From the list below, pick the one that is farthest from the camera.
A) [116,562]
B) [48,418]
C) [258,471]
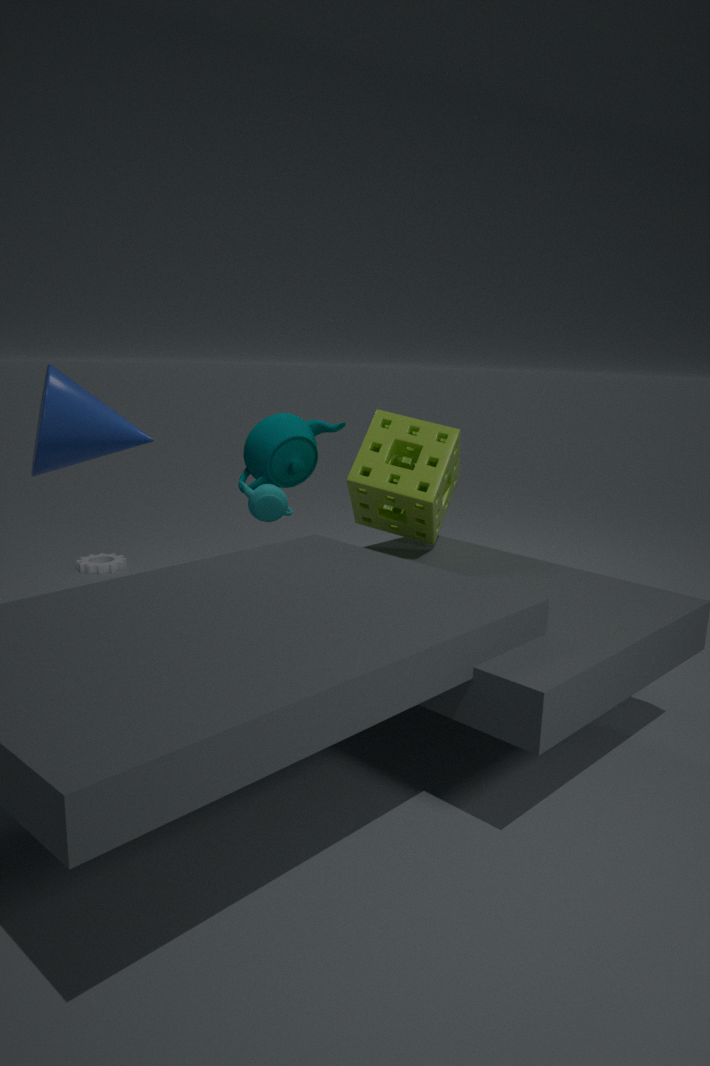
Result: A. [116,562]
